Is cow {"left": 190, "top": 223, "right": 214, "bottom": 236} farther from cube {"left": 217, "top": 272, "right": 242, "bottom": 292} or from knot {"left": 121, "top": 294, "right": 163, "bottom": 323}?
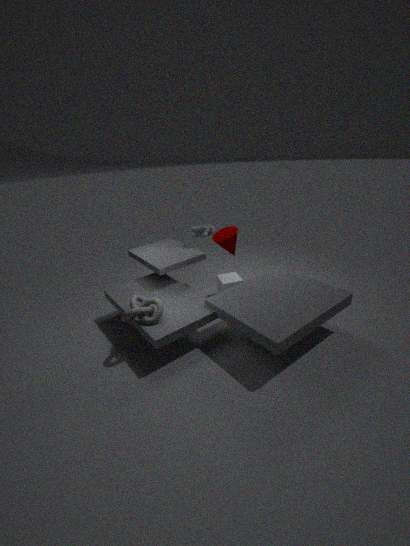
knot {"left": 121, "top": 294, "right": 163, "bottom": 323}
